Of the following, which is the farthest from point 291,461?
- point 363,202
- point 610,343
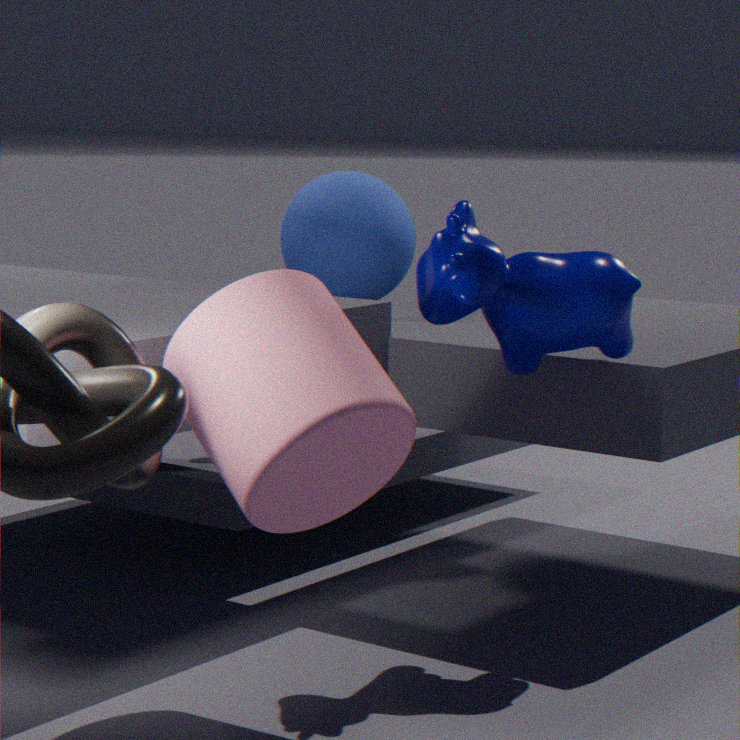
point 363,202
